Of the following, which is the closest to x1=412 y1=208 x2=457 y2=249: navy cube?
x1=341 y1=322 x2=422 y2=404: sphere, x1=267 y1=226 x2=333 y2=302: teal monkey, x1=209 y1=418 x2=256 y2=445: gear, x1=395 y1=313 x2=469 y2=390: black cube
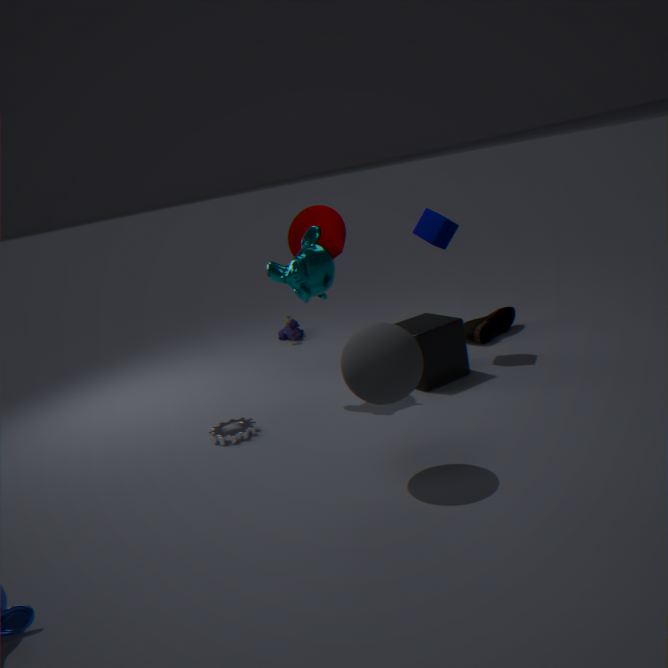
Result: x1=395 y1=313 x2=469 y2=390: black cube
